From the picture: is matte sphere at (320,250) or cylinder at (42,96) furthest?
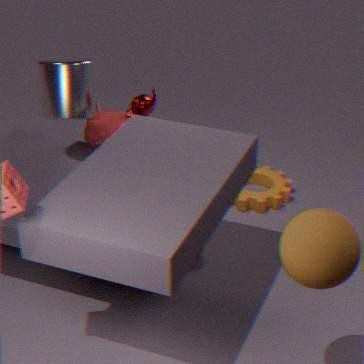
cylinder at (42,96)
